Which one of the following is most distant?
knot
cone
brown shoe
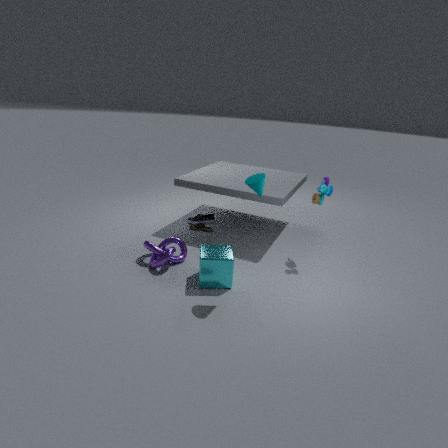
brown shoe
